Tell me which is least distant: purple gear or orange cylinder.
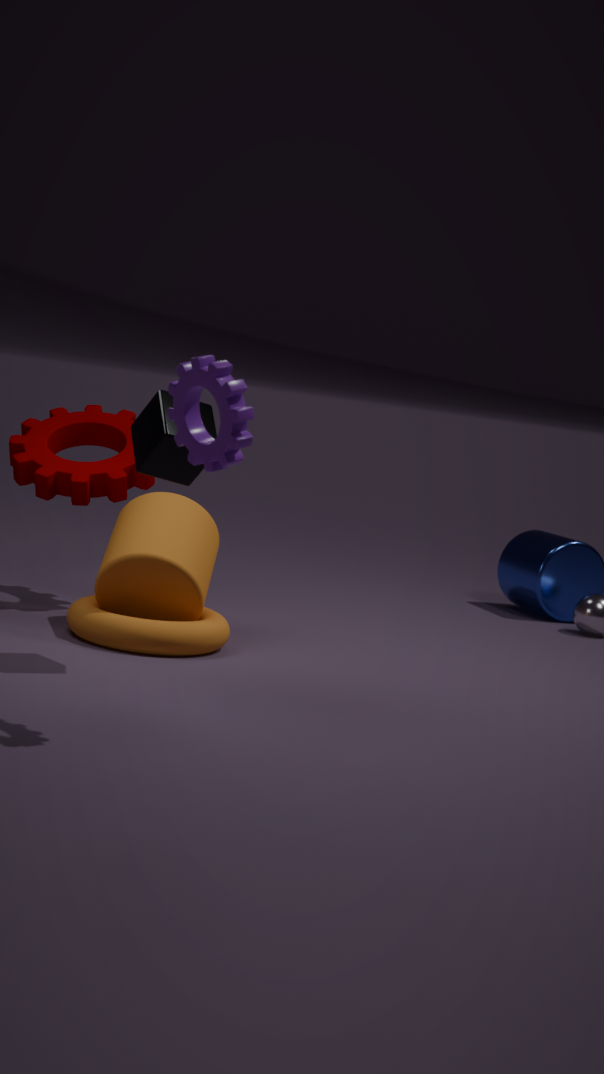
purple gear
